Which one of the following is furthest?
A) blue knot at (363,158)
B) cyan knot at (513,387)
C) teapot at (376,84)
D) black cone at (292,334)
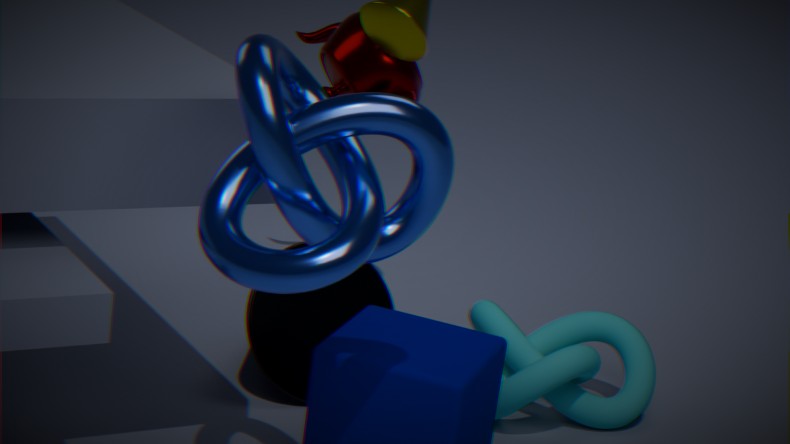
teapot at (376,84)
